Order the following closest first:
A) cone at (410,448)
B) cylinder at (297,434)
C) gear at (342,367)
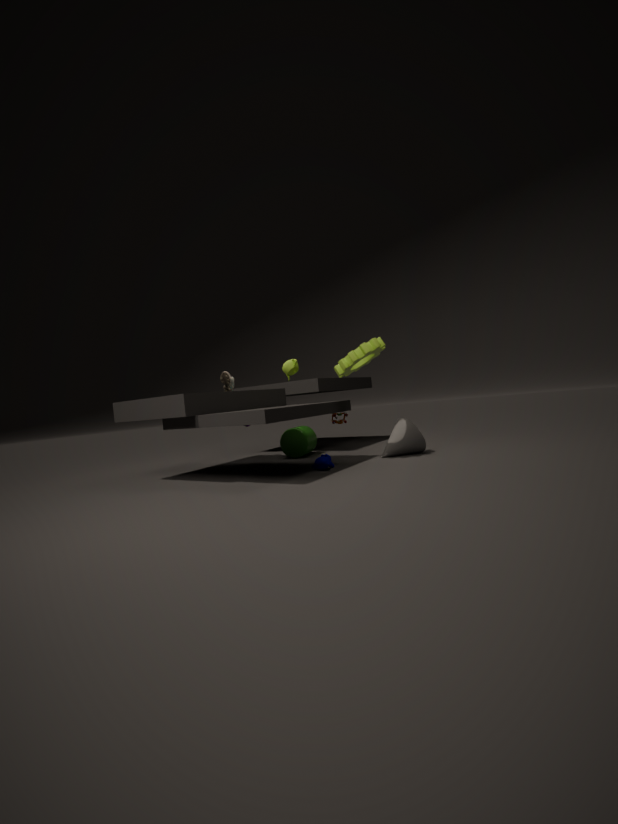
gear at (342,367) → cone at (410,448) → cylinder at (297,434)
